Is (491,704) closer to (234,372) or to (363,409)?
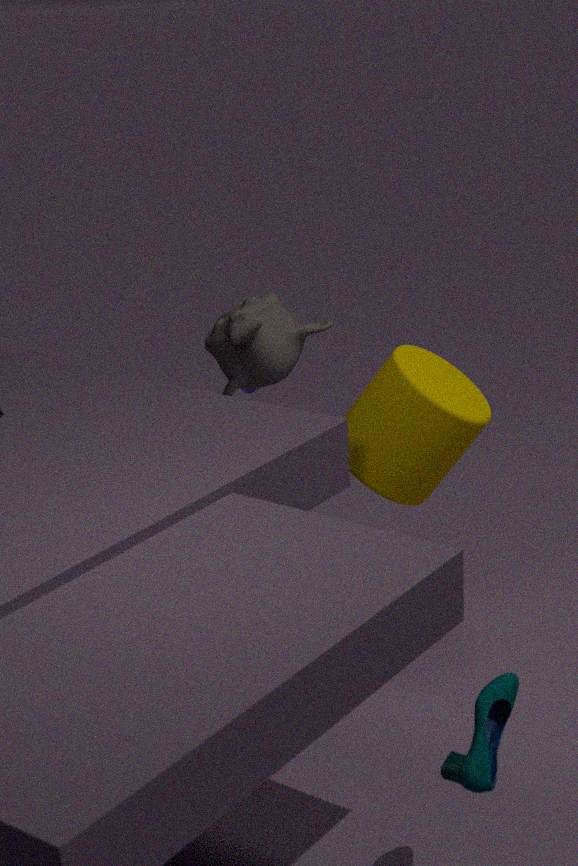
(363,409)
